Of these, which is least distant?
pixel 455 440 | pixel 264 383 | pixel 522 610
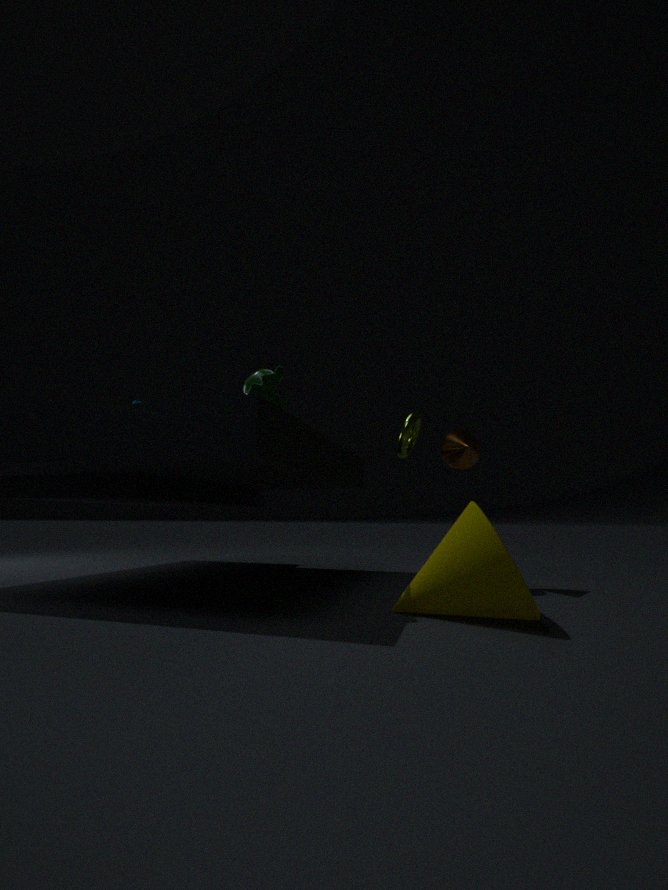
pixel 522 610
